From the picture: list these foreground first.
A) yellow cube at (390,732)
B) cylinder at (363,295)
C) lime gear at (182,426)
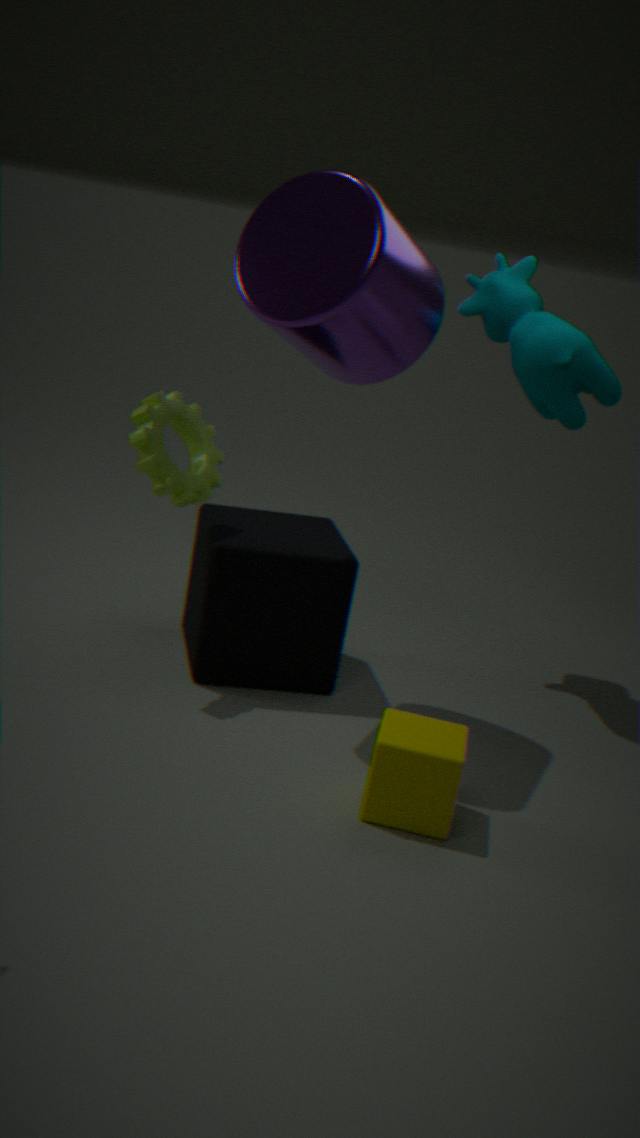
yellow cube at (390,732) < cylinder at (363,295) < lime gear at (182,426)
